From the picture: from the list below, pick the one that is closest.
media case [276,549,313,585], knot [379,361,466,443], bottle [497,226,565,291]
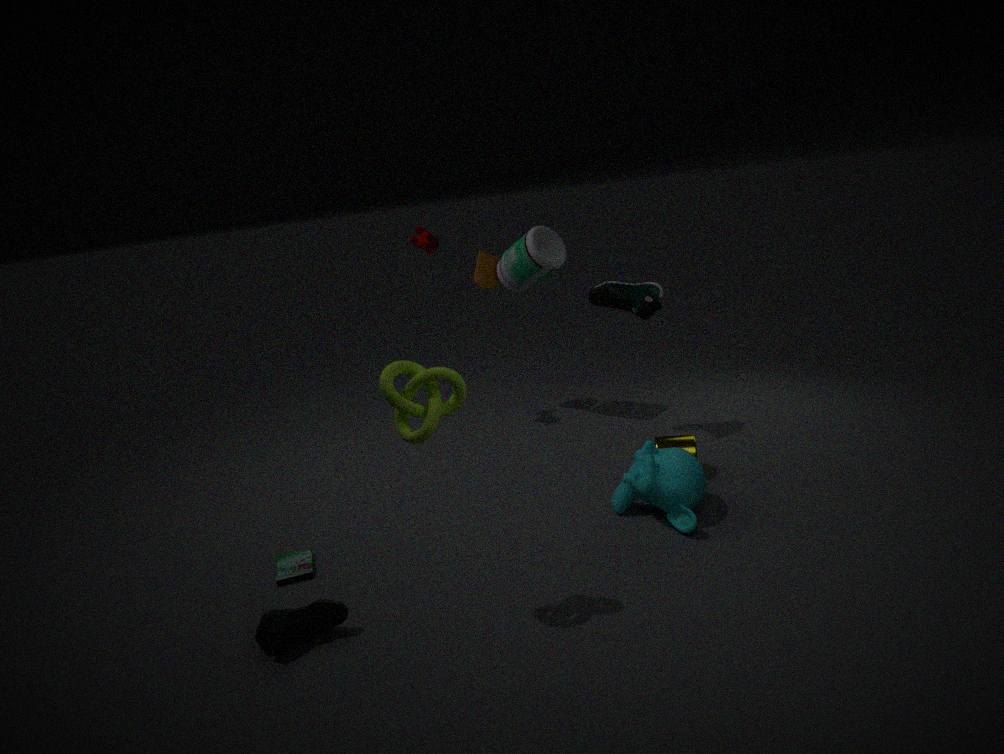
knot [379,361,466,443]
